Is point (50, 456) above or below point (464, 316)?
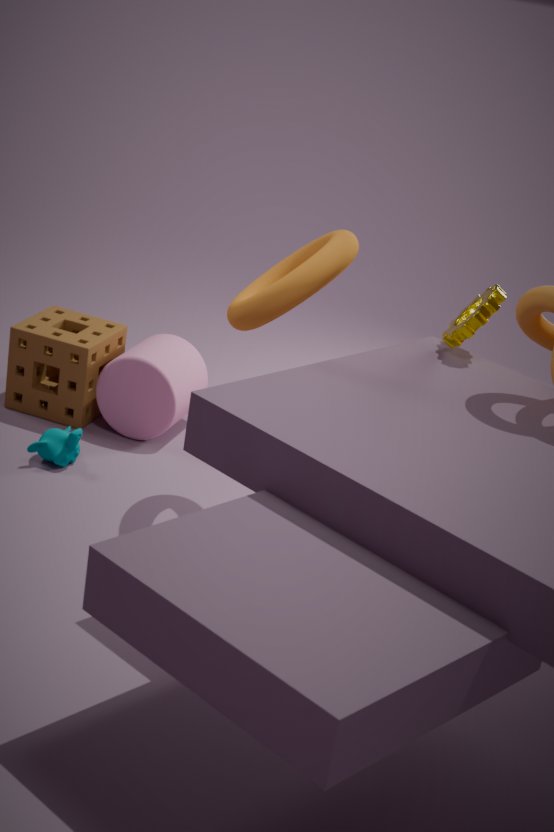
below
